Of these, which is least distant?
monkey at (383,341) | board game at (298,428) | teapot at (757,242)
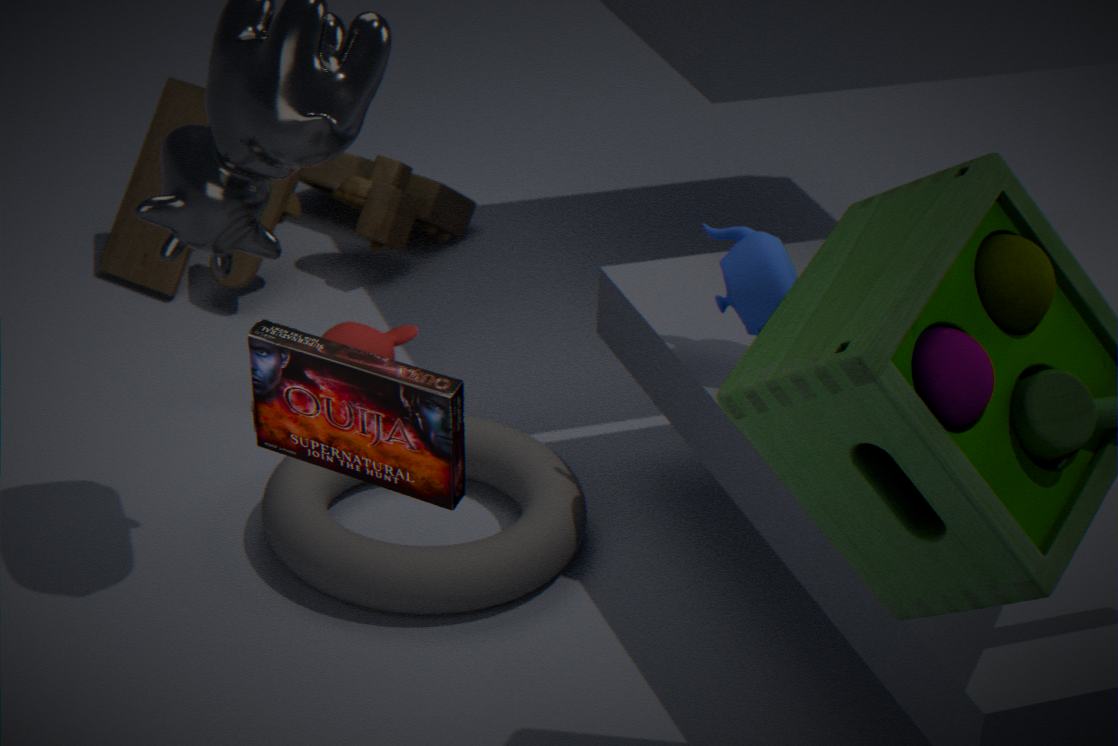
board game at (298,428)
